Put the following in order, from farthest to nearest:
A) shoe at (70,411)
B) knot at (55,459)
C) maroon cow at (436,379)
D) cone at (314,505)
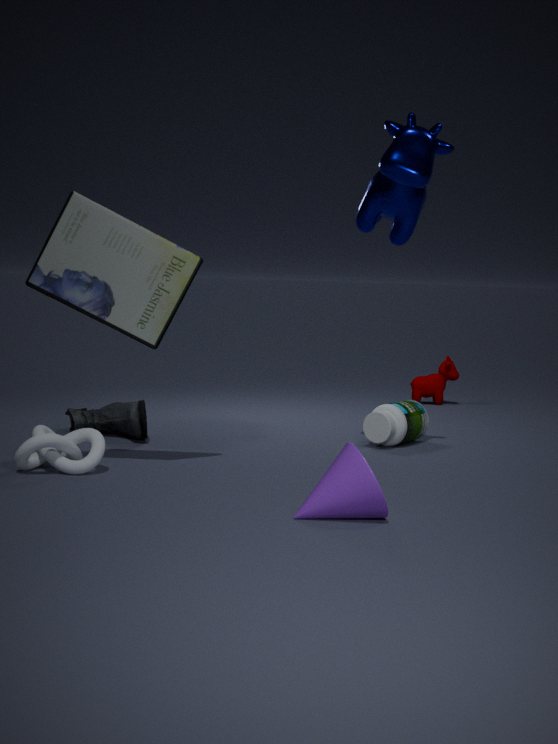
maroon cow at (436,379), shoe at (70,411), knot at (55,459), cone at (314,505)
